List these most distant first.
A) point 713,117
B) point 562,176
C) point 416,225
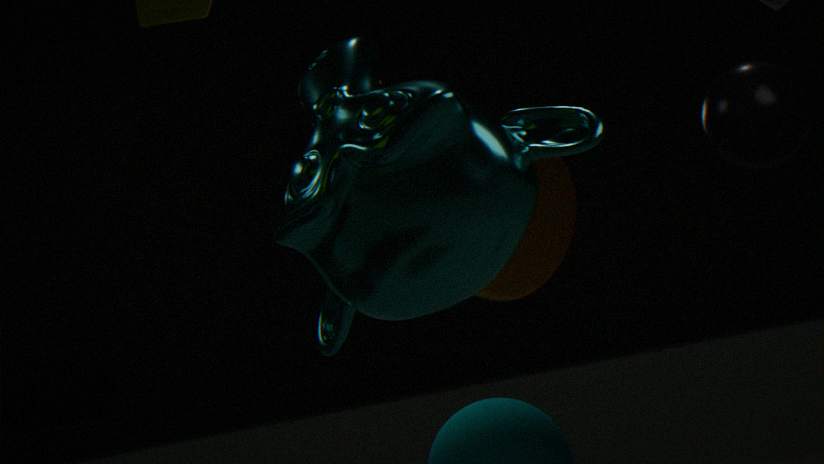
1. point 562,176
2. point 713,117
3. point 416,225
